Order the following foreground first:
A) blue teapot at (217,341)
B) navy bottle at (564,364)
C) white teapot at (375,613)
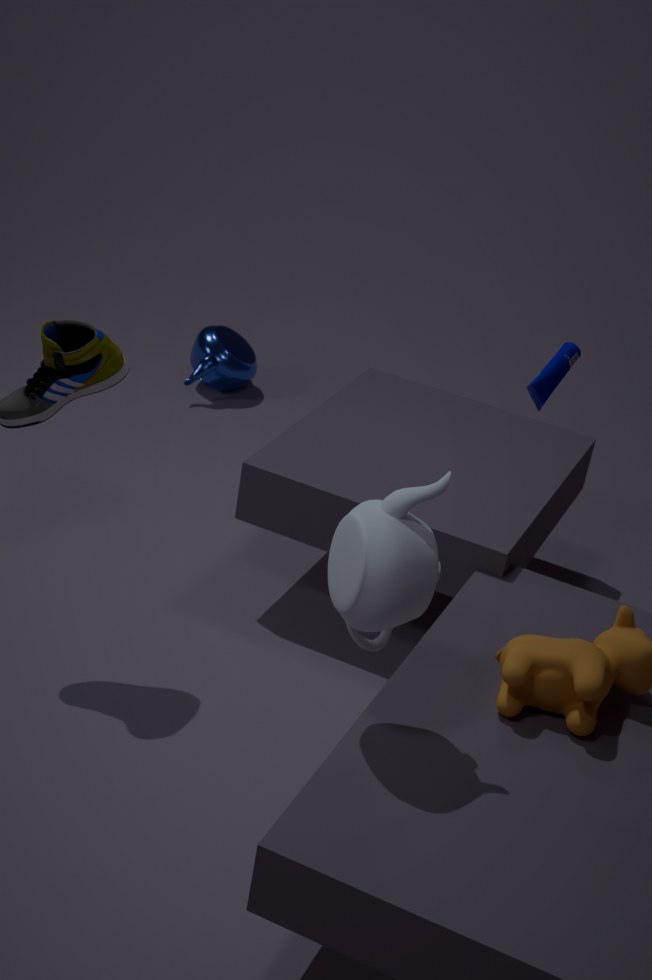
white teapot at (375,613) < navy bottle at (564,364) < blue teapot at (217,341)
